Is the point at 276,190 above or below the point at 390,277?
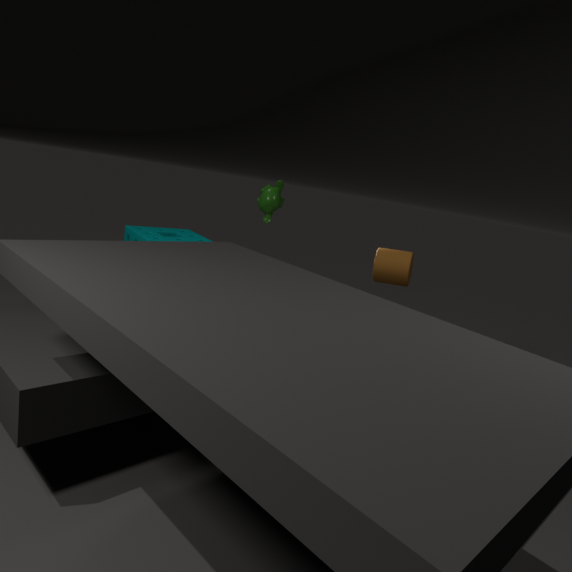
above
